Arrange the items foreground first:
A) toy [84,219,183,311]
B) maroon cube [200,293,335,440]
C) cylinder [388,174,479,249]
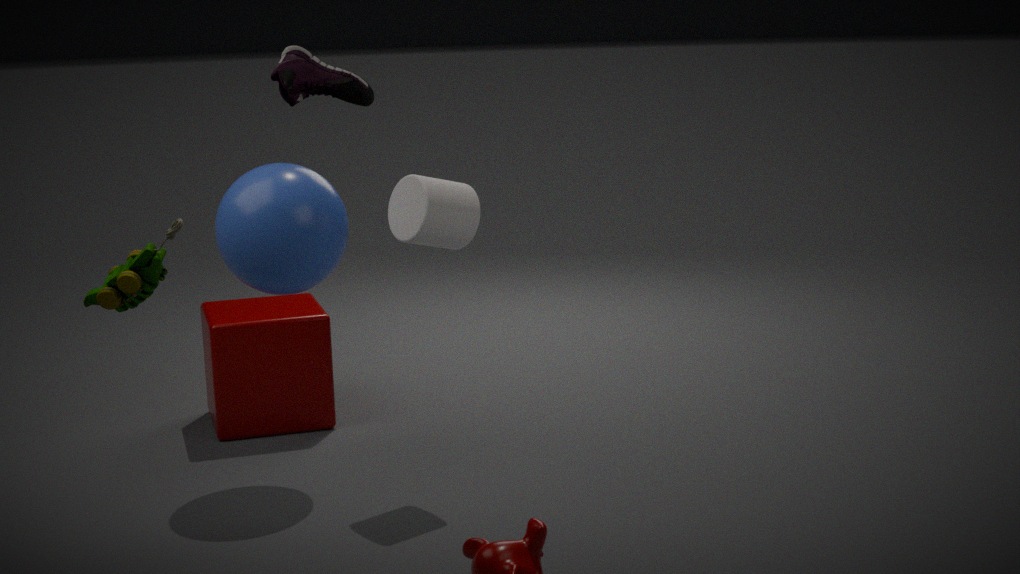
1. toy [84,219,183,311]
2. cylinder [388,174,479,249]
3. maroon cube [200,293,335,440]
